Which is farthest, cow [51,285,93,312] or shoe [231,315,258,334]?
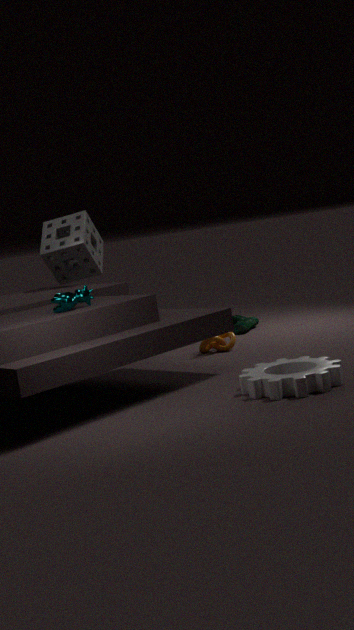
shoe [231,315,258,334]
